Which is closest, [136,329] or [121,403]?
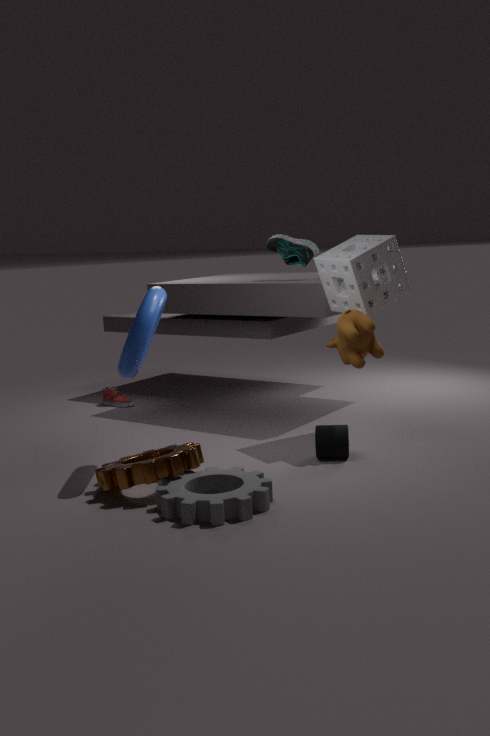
[136,329]
